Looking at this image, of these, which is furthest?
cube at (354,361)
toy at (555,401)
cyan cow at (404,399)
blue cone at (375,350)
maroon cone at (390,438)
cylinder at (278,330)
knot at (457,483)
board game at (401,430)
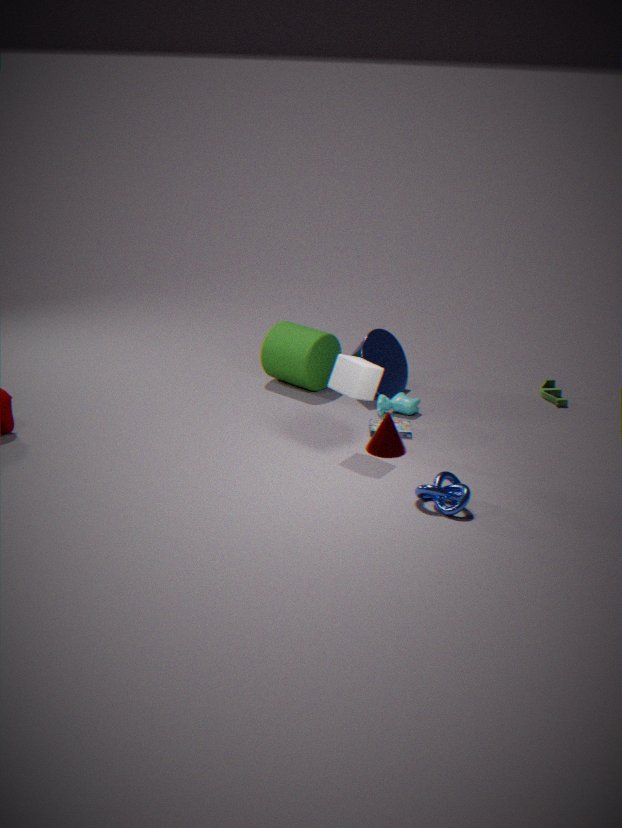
toy at (555,401)
